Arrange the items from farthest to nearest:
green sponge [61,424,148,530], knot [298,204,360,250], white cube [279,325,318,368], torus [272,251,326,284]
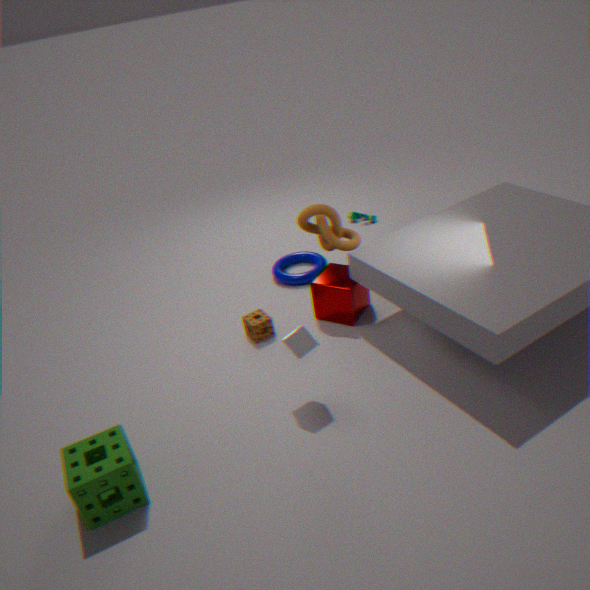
torus [272,251,326,284]
knot [298,204,360,250]
white cube [279,325,318,368]
green sponge [61,424,148,530]
